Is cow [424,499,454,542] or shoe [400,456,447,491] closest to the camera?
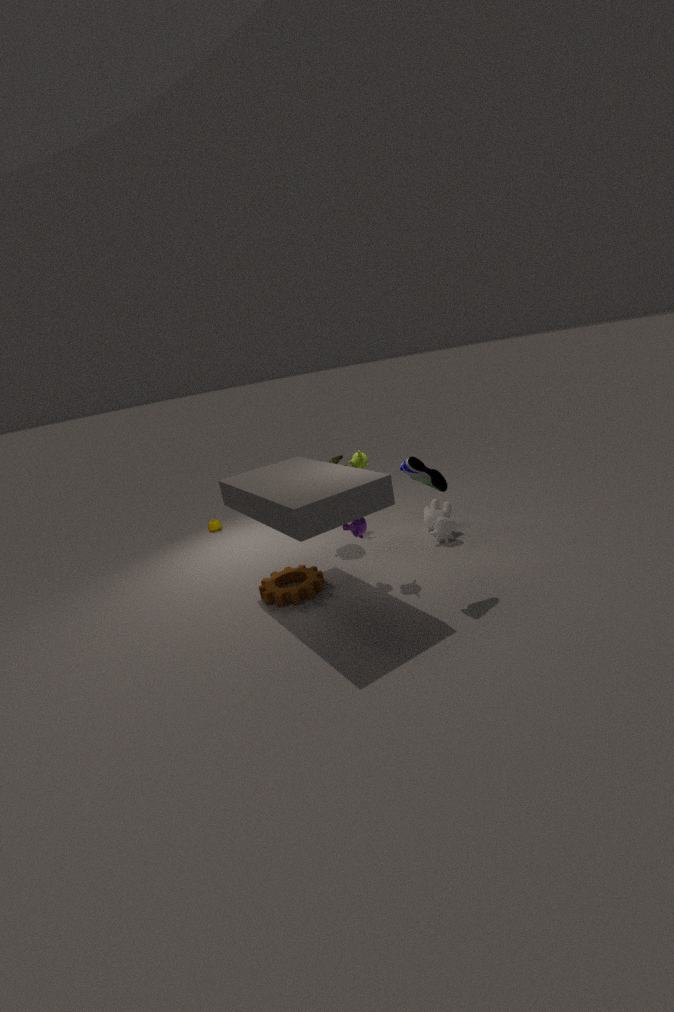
shoe [400,456,447,491]
